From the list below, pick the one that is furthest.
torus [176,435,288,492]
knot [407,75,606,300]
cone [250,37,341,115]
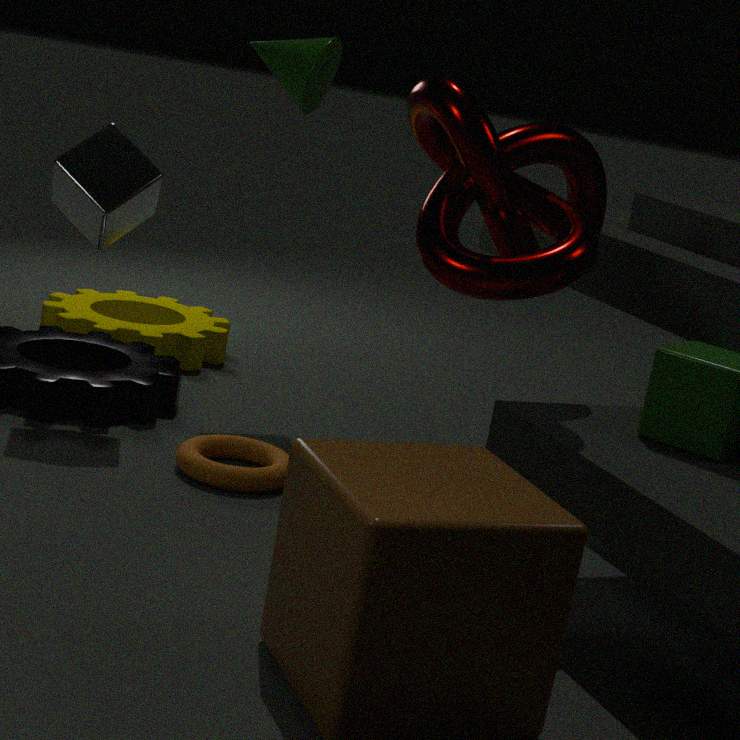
cone [250,37,341,115]
